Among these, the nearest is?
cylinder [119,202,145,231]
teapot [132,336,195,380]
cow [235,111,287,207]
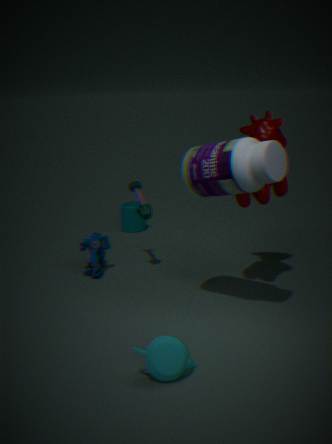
teapot [132,336,195,380]
